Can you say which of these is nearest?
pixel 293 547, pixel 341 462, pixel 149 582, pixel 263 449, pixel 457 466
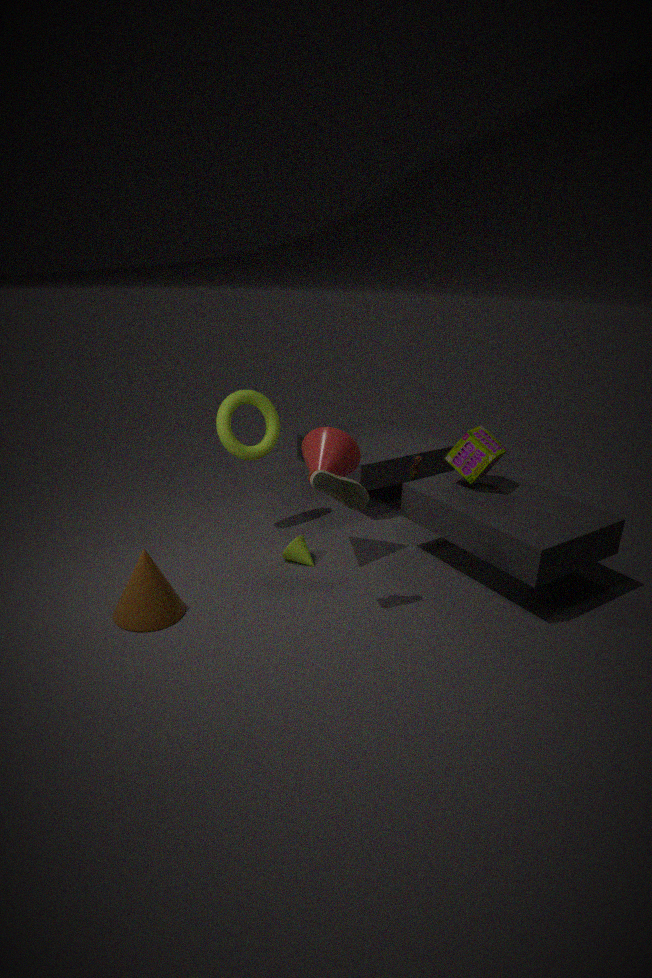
pixel 149 582
